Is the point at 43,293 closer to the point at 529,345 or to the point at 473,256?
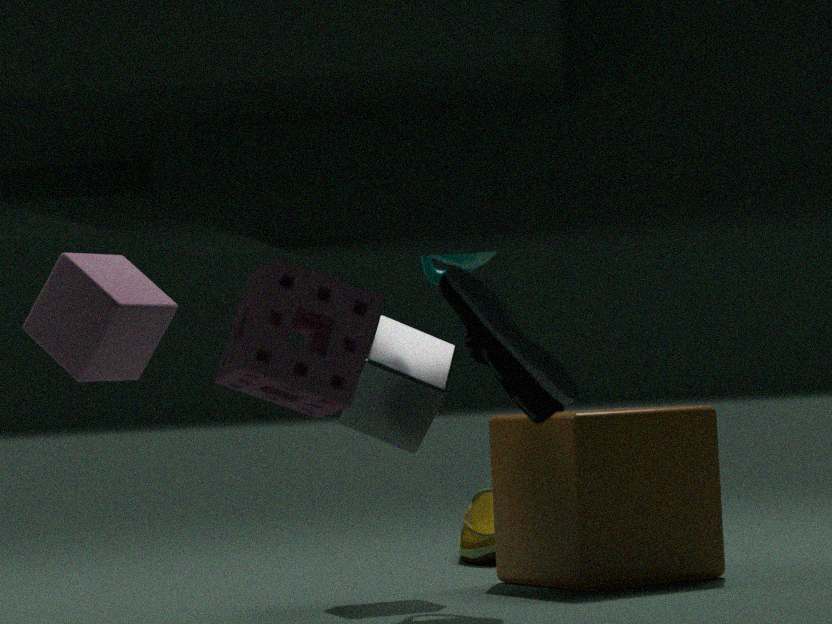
the point at 473,256
